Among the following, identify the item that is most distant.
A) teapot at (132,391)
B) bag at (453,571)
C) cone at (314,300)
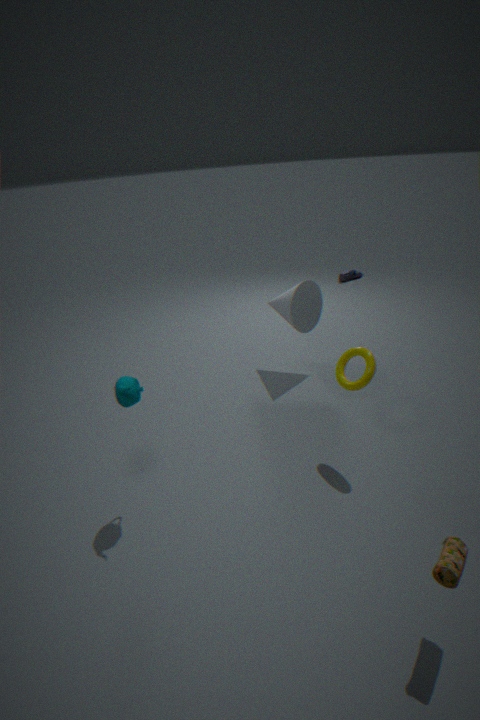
cone at (314,300)
